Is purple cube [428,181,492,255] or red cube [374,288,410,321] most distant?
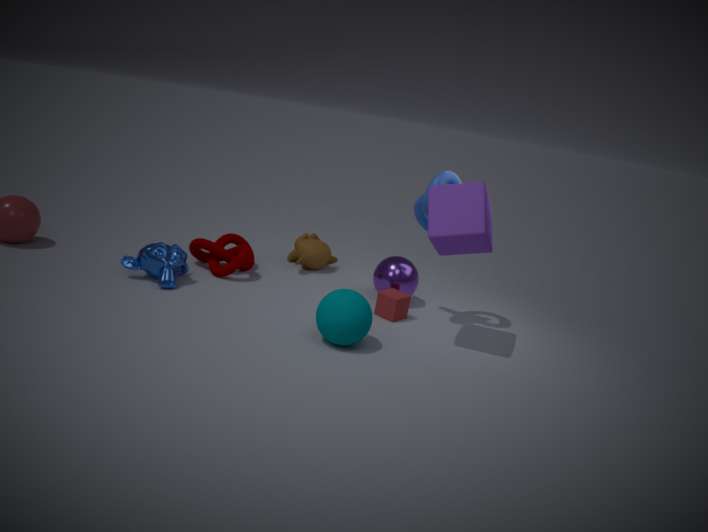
red cube [374,288,410,321]
